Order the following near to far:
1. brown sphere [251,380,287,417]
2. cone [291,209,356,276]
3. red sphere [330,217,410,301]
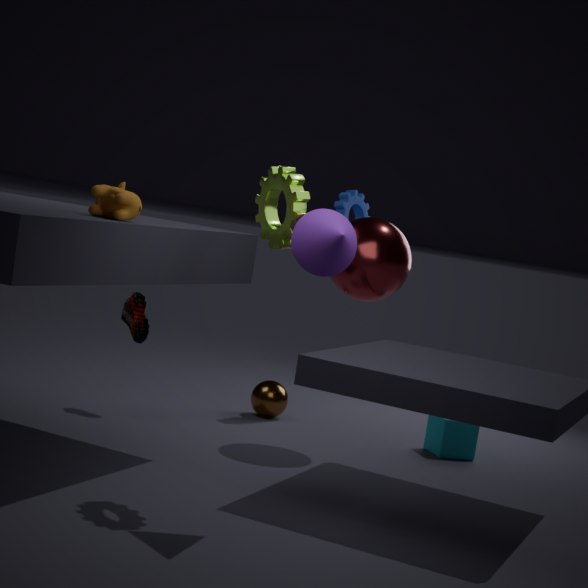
cone [291,209,356,276]
red sphere [330,217,410,301]
brown sphere [251,380,287,417]
